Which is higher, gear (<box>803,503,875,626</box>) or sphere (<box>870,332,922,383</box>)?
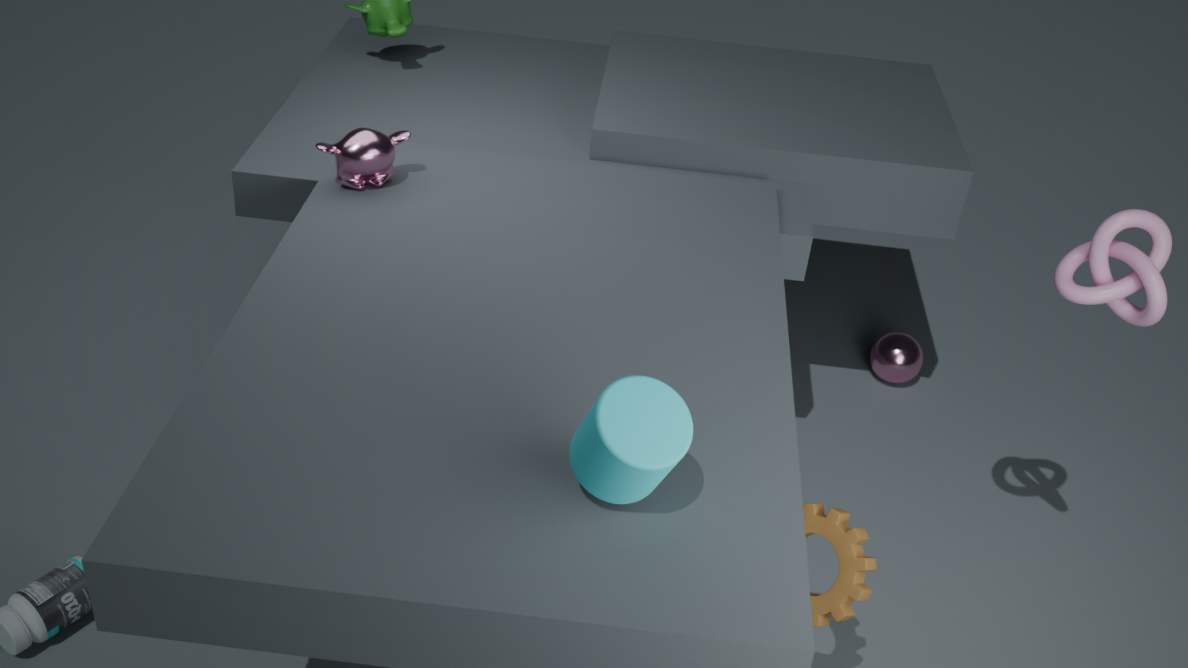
gear (<box>803,503,875,626</box>)
